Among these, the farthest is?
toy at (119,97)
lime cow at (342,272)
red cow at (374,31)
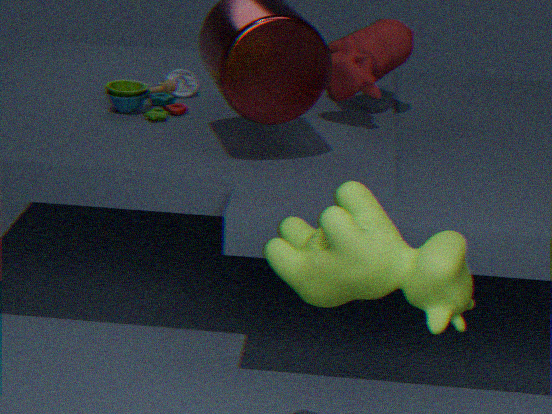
toy at (119,97)
